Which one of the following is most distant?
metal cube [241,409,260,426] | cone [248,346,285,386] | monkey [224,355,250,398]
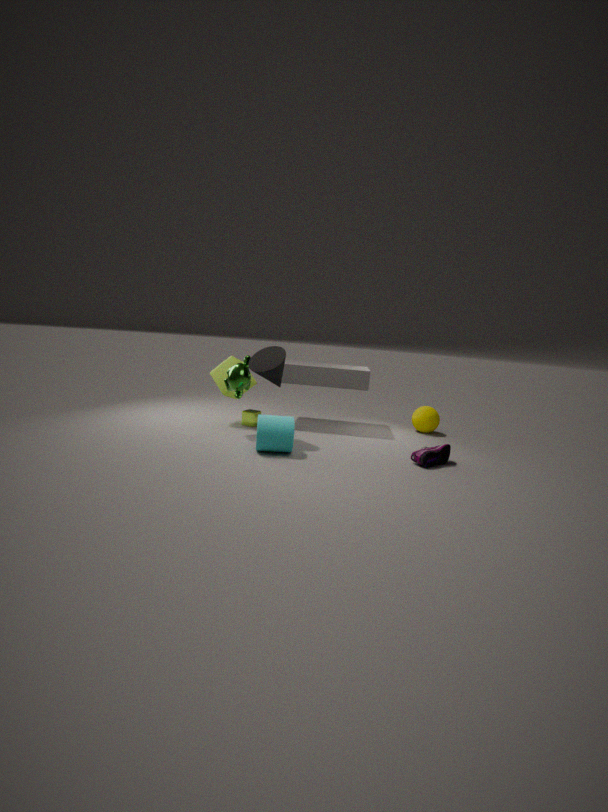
metal cube [241,409,260,426]
